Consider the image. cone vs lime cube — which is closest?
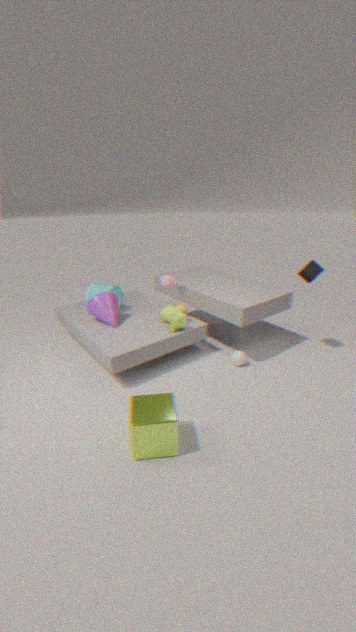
lime cube
